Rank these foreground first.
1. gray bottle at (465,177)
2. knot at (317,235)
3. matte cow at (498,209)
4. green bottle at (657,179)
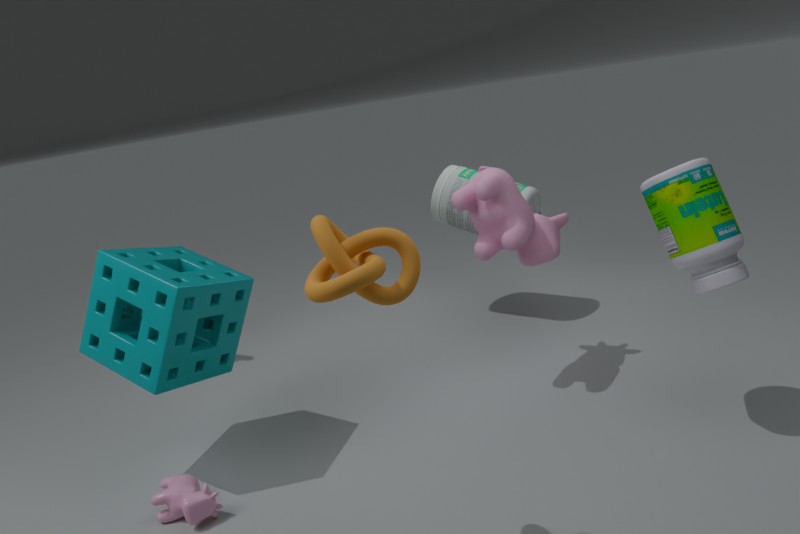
knot at (317,235) → green bottle at (657,179) → matte cow at (498,209) → gray bottle at (465,177)
